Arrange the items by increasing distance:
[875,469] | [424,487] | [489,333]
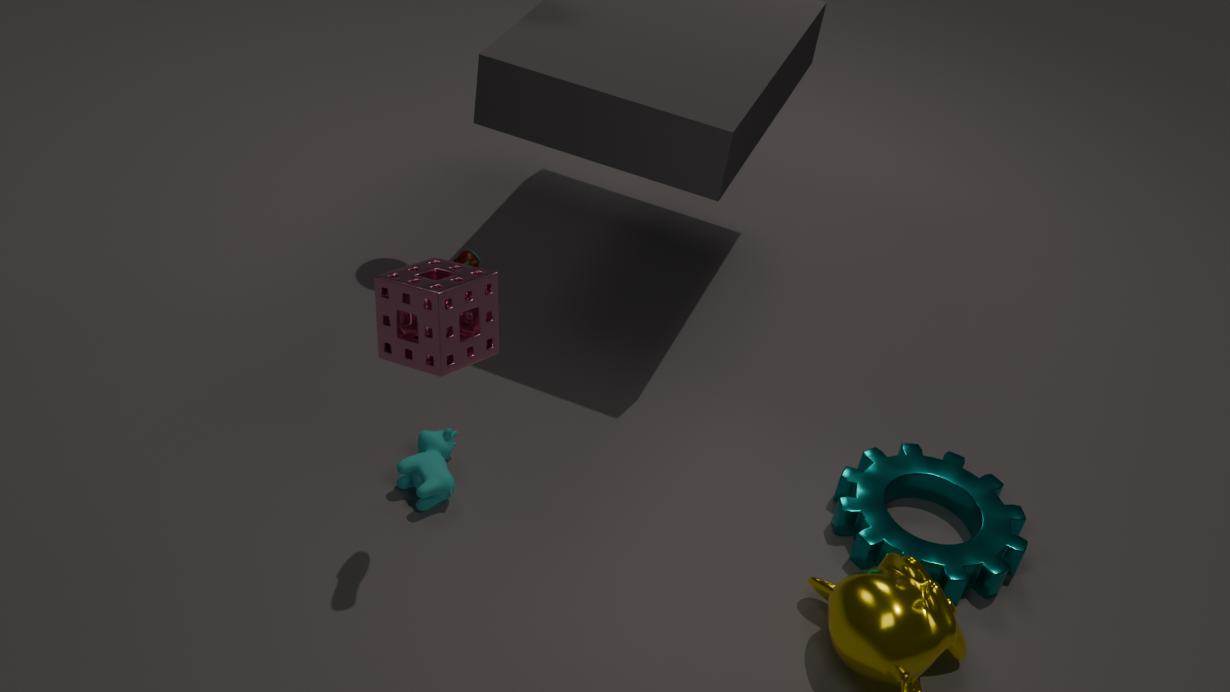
[489,333]
[424,487]
[875,469]
